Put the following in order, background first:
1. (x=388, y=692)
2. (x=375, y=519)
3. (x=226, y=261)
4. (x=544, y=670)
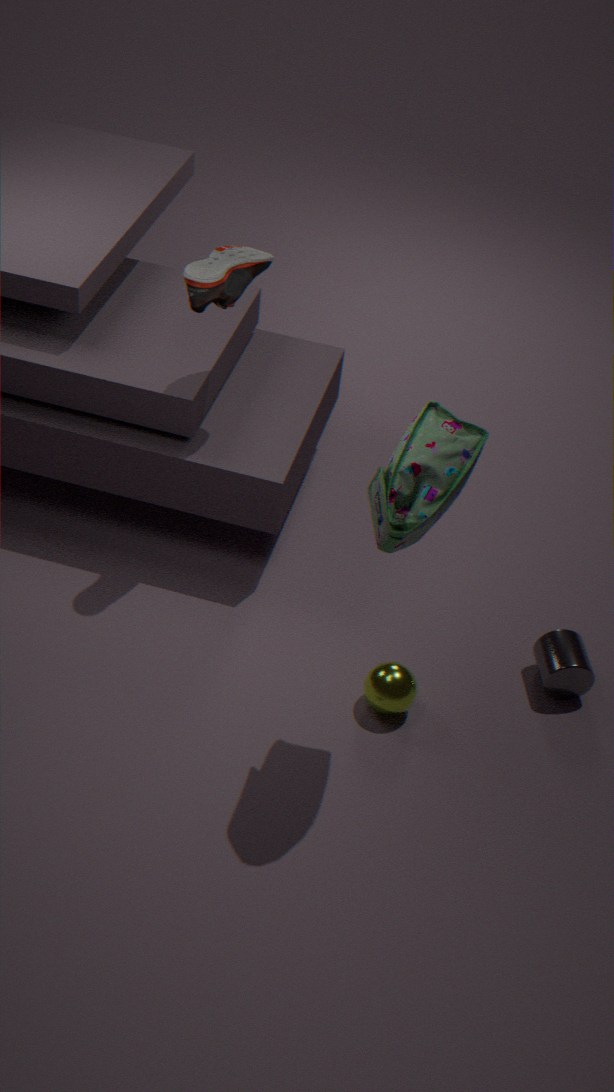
1. (x=544, y=670)
2. (x=226, y=261)
3. (x=388, y=692)
4. (x=375, y=519)
